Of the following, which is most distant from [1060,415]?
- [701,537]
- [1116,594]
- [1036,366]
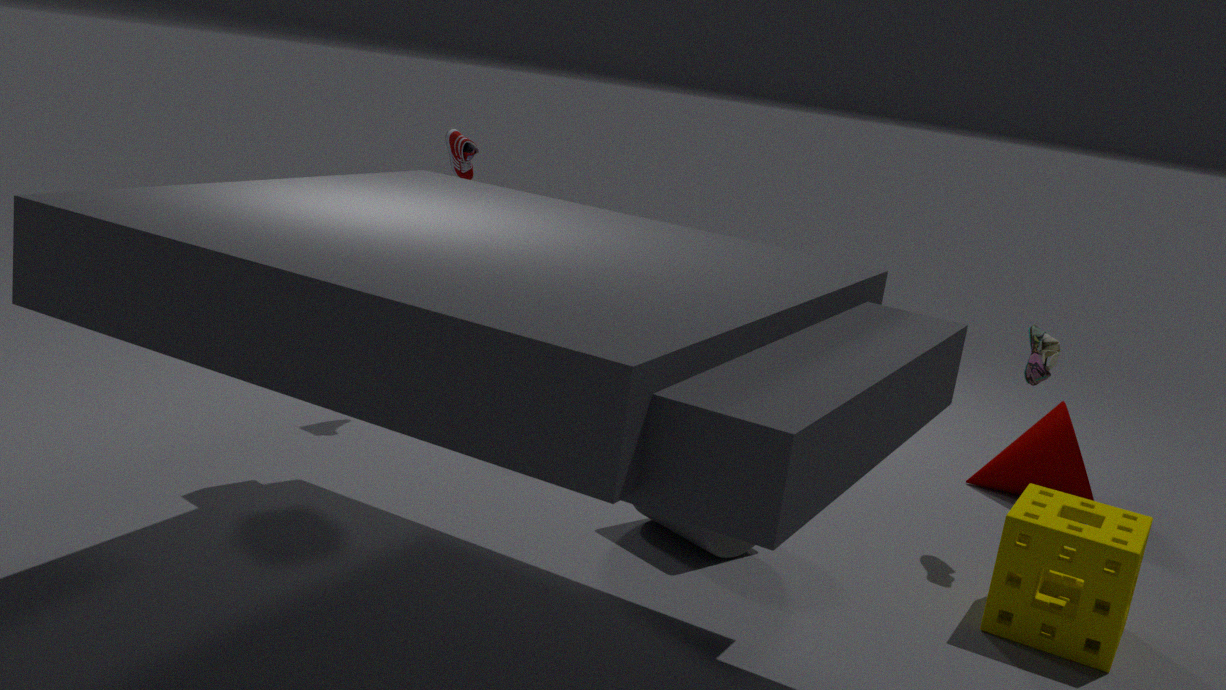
[701,537]
